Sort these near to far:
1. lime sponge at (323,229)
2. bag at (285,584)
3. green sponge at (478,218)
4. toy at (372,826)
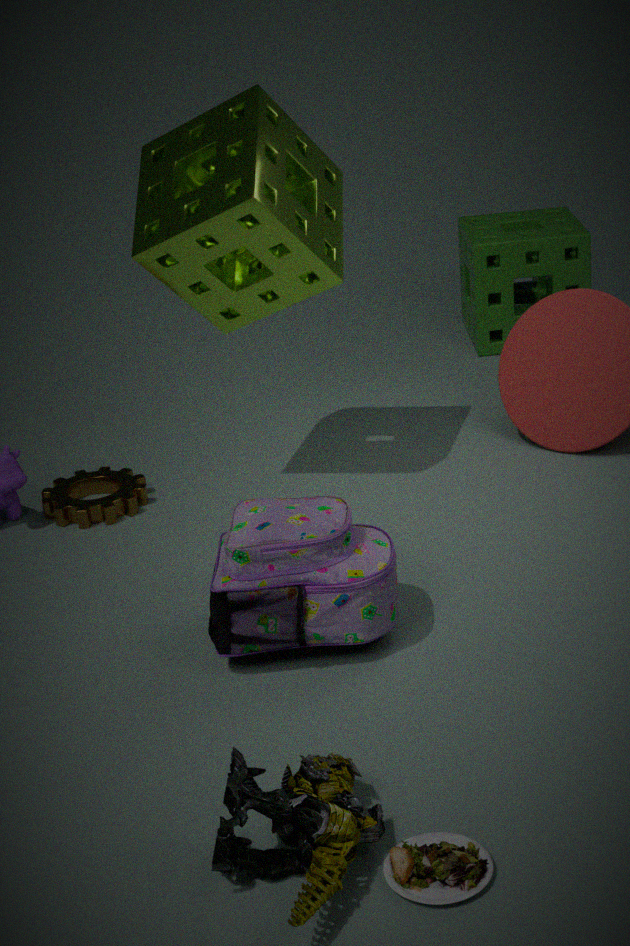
toy at (372,826), bag at (285,584), lime sponge at (323,229), green sponge at (478,218)
